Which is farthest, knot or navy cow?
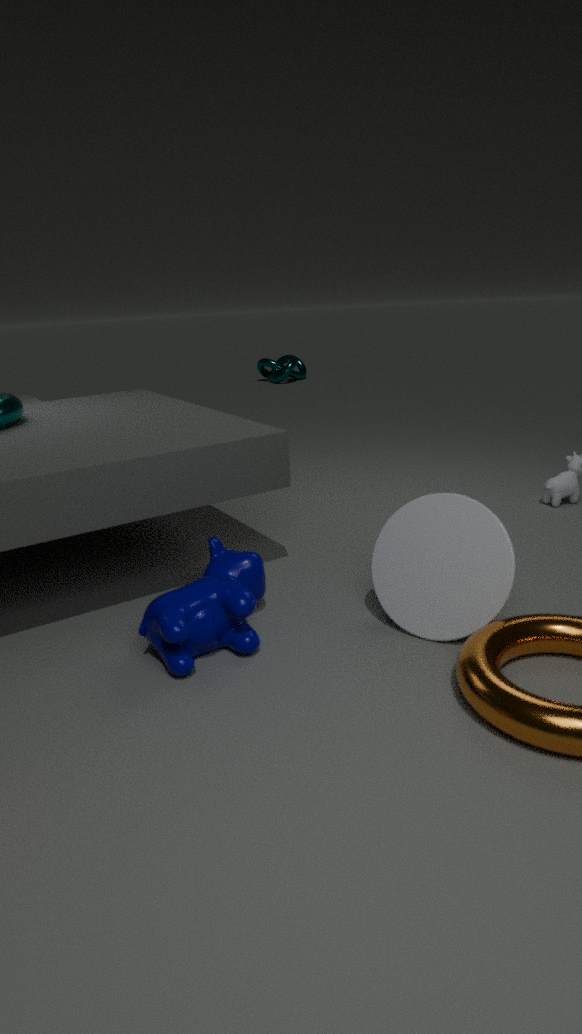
knot
